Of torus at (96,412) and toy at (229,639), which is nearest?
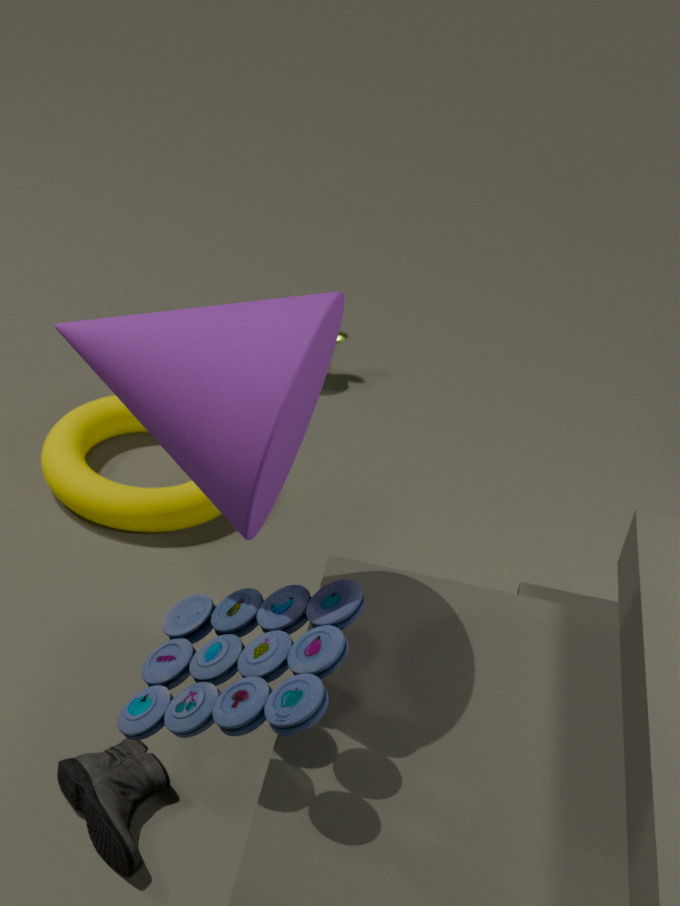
toy at (229,639)
